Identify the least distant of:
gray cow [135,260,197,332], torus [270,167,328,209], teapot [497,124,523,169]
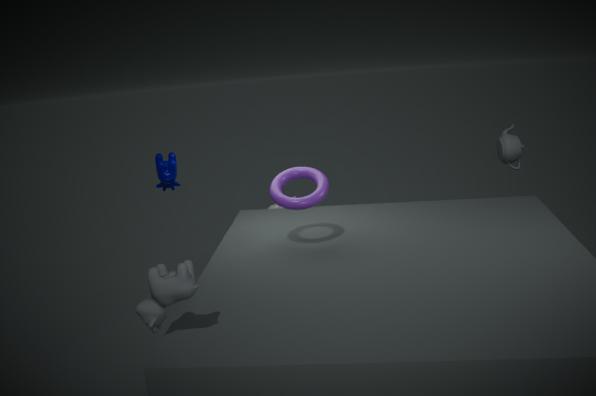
gray cow [135,260,197,332]
